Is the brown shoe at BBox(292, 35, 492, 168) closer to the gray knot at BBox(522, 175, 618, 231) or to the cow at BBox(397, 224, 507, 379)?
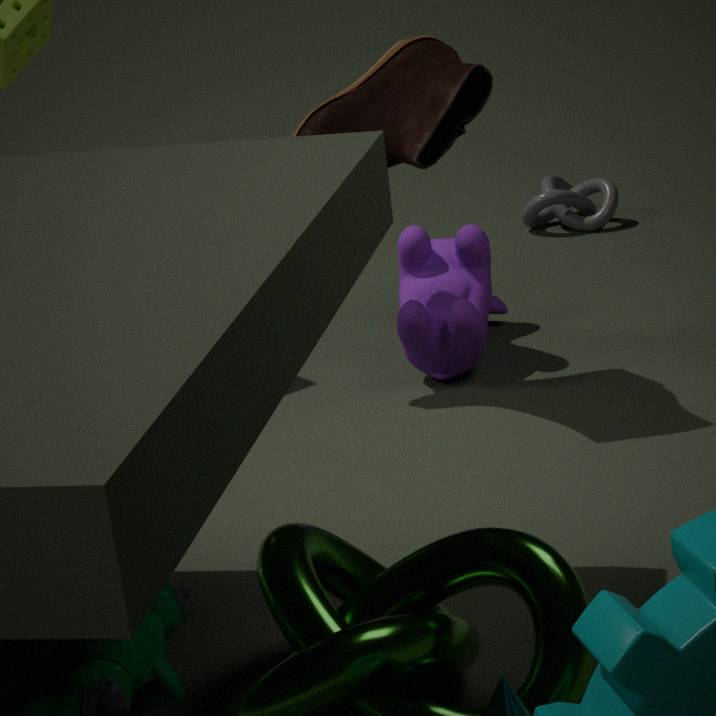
the cow at BBox(397, 224, 507, 379)
